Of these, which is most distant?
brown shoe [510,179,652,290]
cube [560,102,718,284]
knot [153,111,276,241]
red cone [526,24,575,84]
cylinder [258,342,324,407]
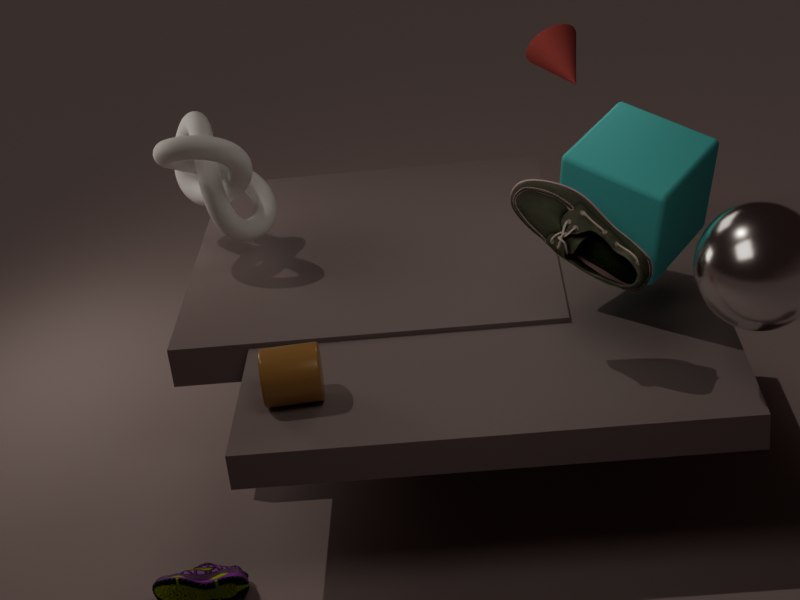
red cone [526,24,575,84]
